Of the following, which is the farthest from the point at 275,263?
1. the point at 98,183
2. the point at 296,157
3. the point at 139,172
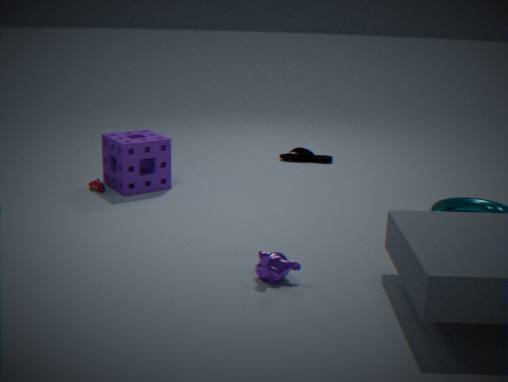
the point at 296,157
